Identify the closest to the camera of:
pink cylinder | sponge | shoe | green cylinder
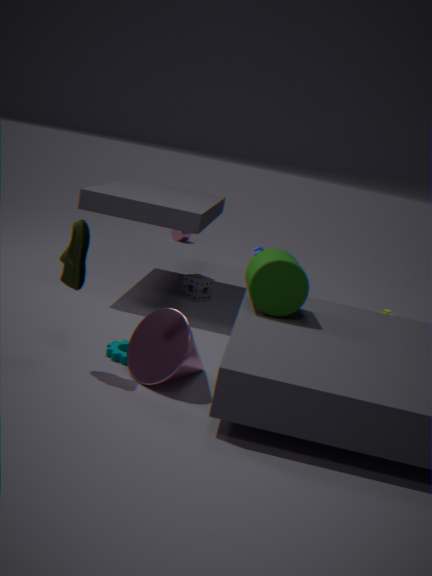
shoe
